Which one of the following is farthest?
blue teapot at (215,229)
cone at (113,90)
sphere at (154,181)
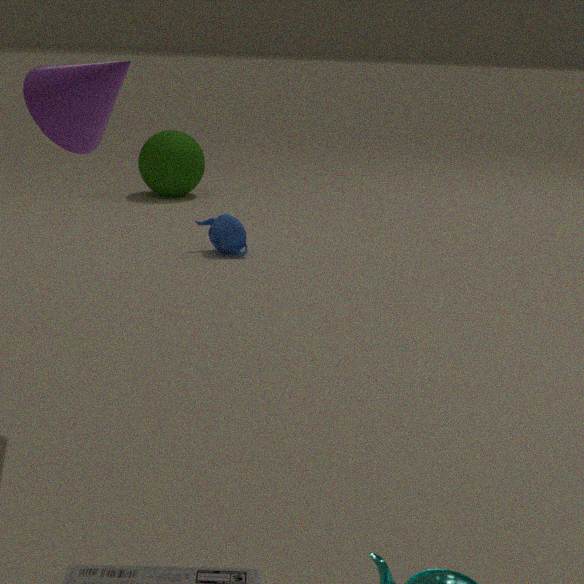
sphere at (154,181)
